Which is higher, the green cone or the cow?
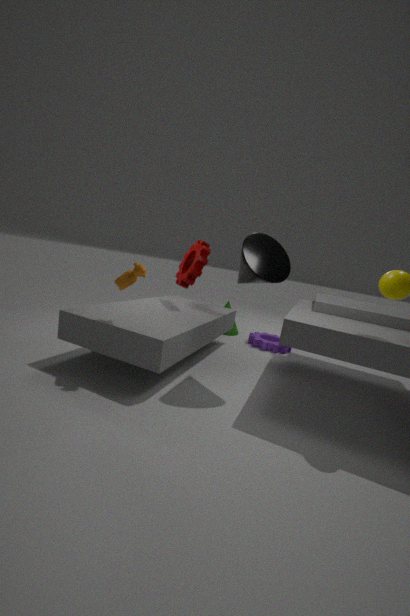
the cow
